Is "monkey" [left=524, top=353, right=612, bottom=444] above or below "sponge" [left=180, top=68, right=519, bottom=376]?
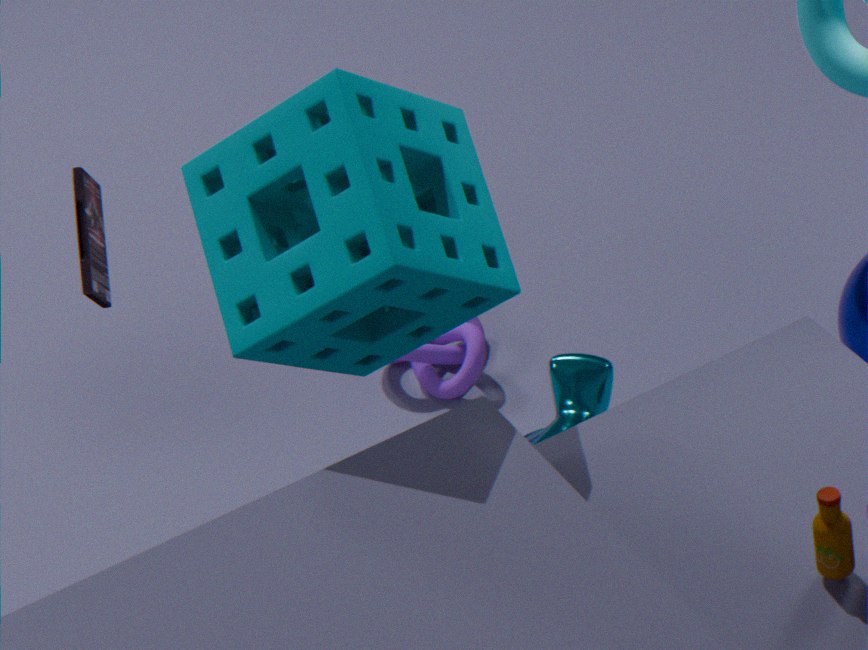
below
